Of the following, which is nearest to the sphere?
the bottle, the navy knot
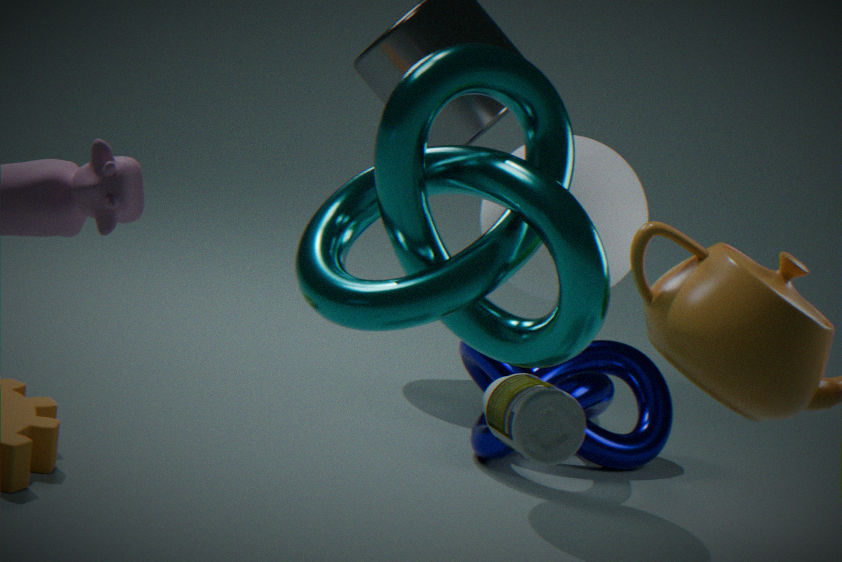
the navy knot
